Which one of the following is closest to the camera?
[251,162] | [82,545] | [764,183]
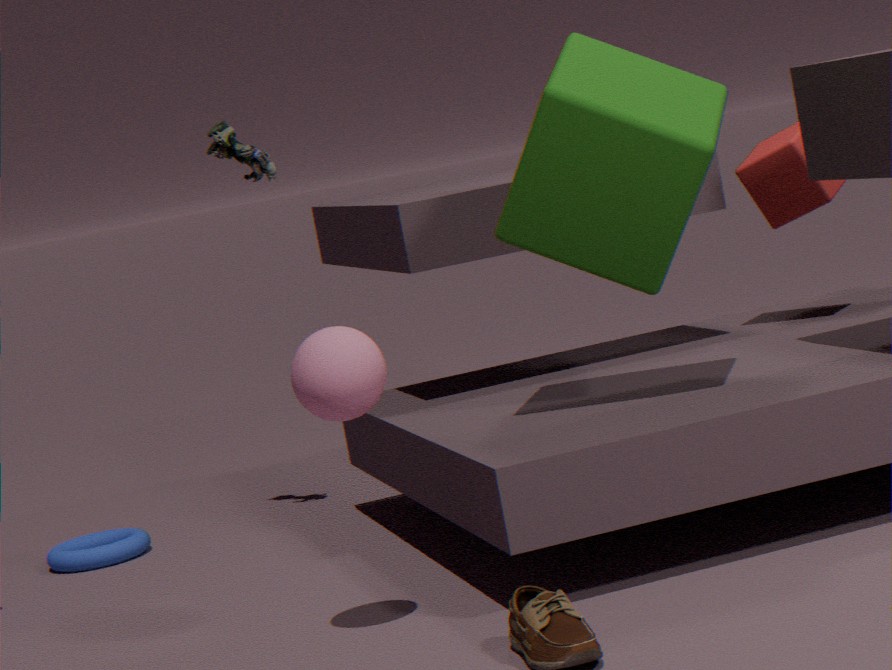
[764,183]
